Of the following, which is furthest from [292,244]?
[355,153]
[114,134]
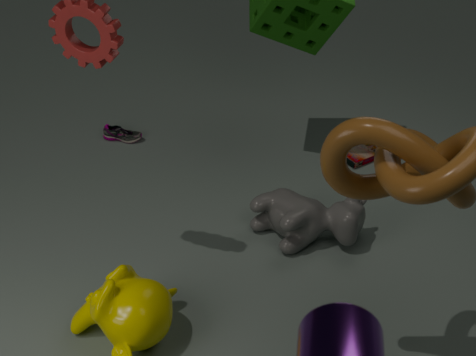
[114,134]
